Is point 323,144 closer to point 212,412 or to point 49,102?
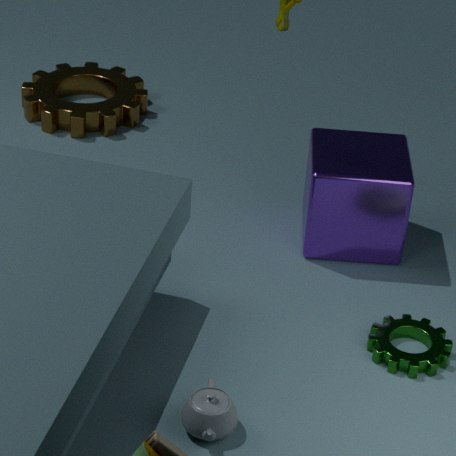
point 212,412
